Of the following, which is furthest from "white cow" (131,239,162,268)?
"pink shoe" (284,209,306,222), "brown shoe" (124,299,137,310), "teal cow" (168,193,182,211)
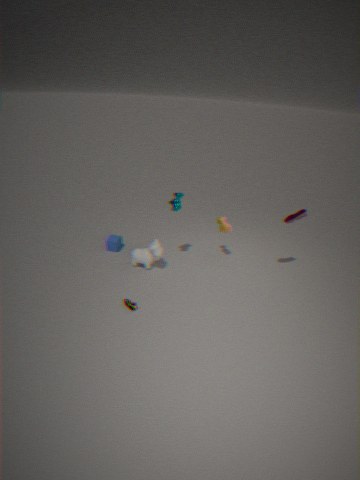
"pink shoe" (284,209,306,222)
